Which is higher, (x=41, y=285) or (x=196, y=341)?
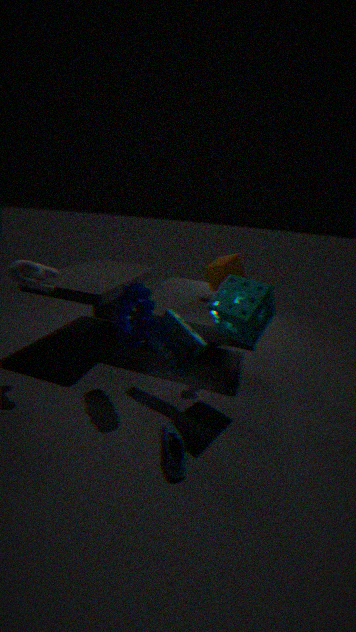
(x=41, y=285)
